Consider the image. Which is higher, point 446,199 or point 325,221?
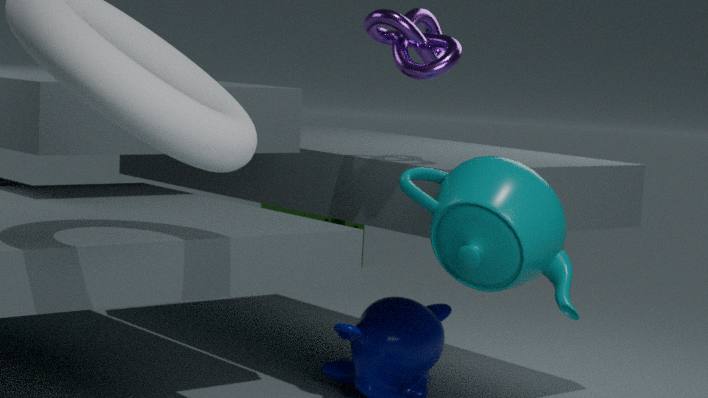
point 446,199
